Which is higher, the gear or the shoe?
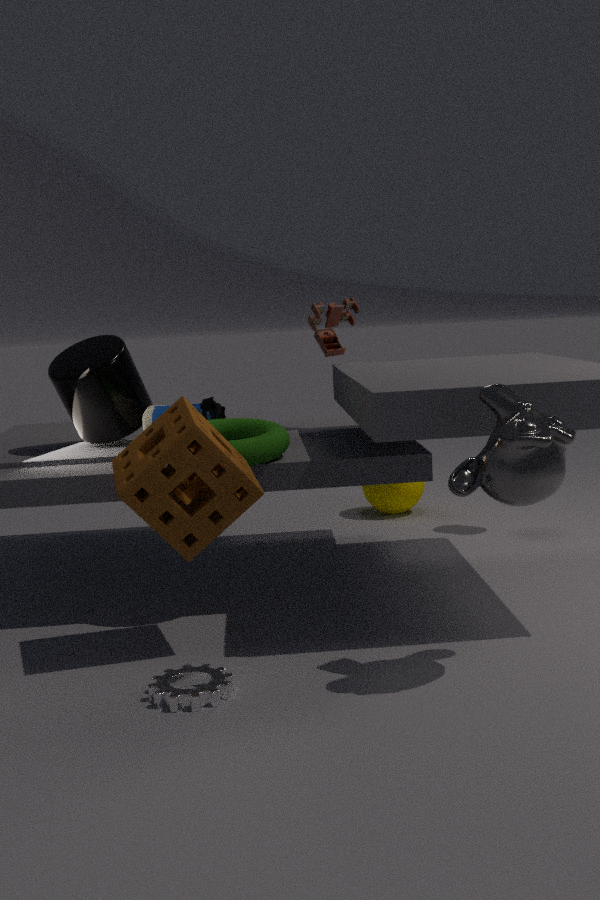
the shoe
